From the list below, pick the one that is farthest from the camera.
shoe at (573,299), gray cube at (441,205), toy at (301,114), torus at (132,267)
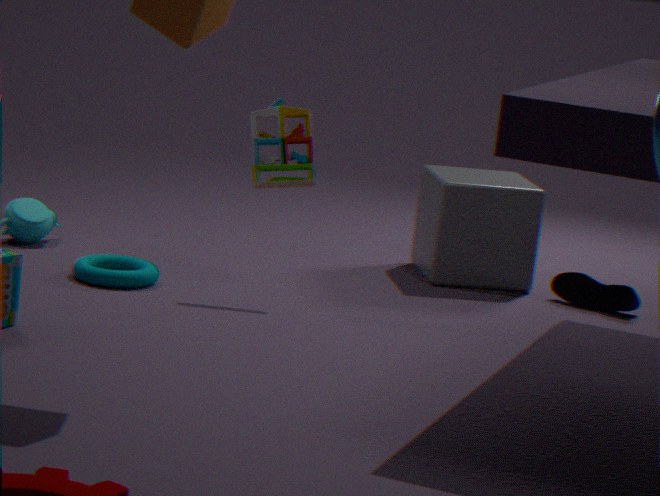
gray cube at (441,205)
